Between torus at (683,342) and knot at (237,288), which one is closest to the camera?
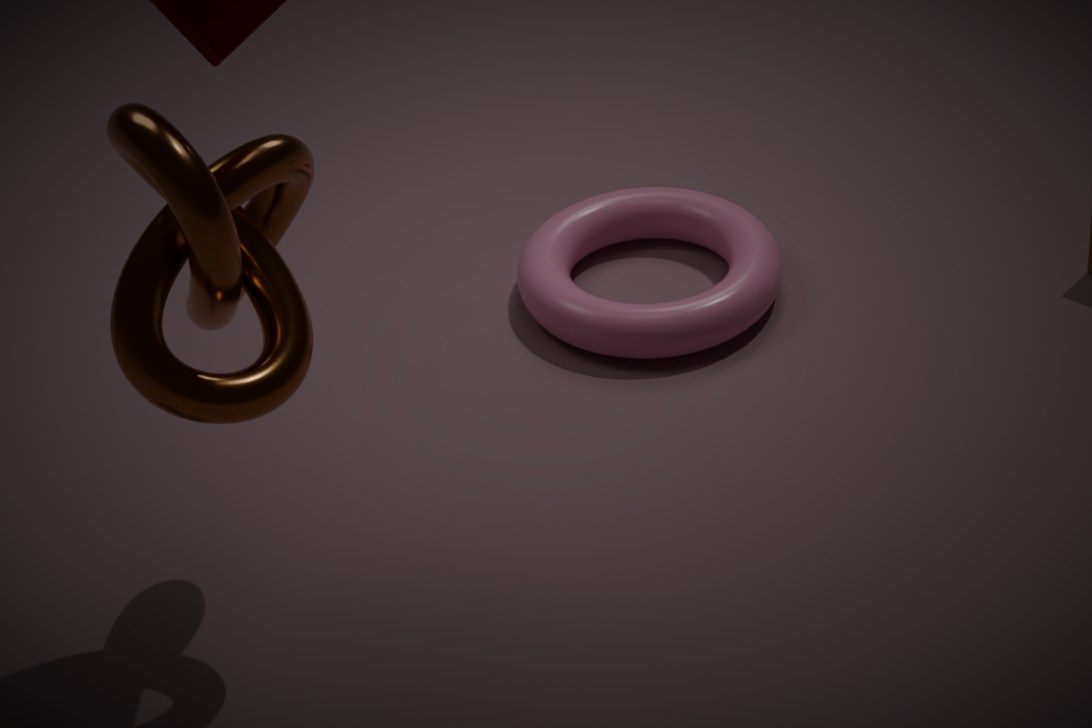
knot at (237,288)
